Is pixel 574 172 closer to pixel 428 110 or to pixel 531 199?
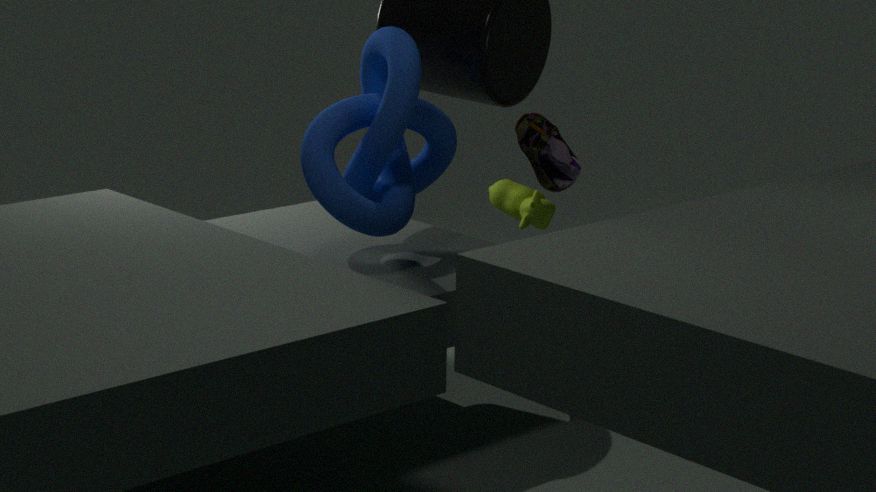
pixel 531 199
